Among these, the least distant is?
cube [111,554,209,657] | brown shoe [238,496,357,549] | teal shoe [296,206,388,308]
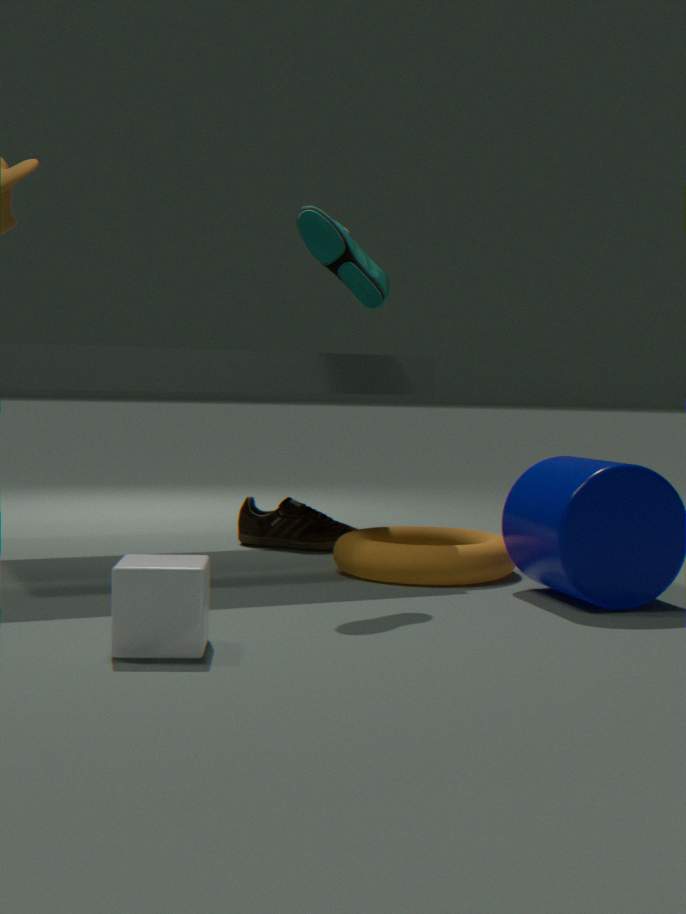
cube [111,554,209,657]
